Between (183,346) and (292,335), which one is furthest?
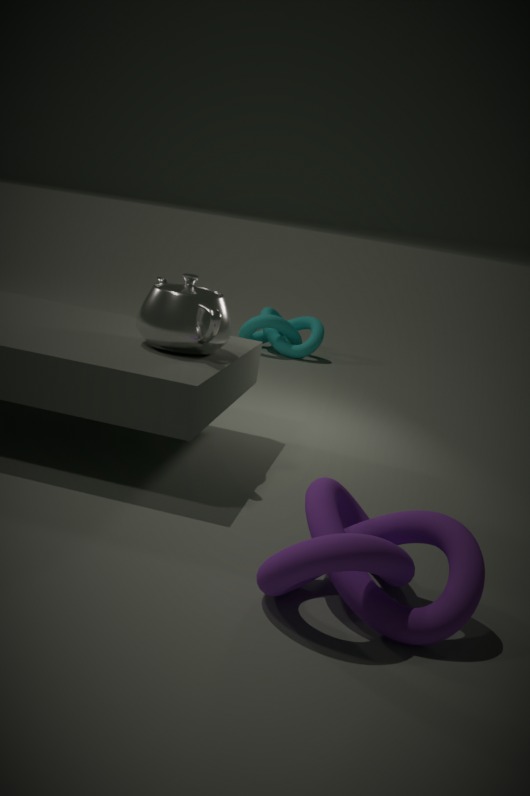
(292,335)
